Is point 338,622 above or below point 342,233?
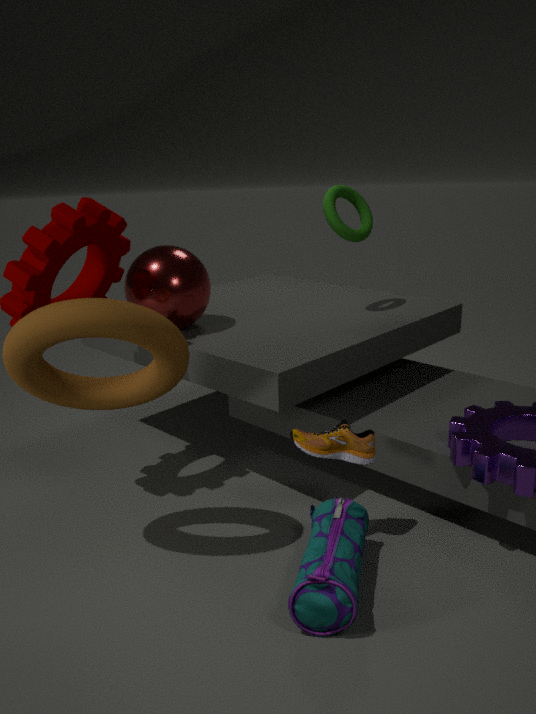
below
